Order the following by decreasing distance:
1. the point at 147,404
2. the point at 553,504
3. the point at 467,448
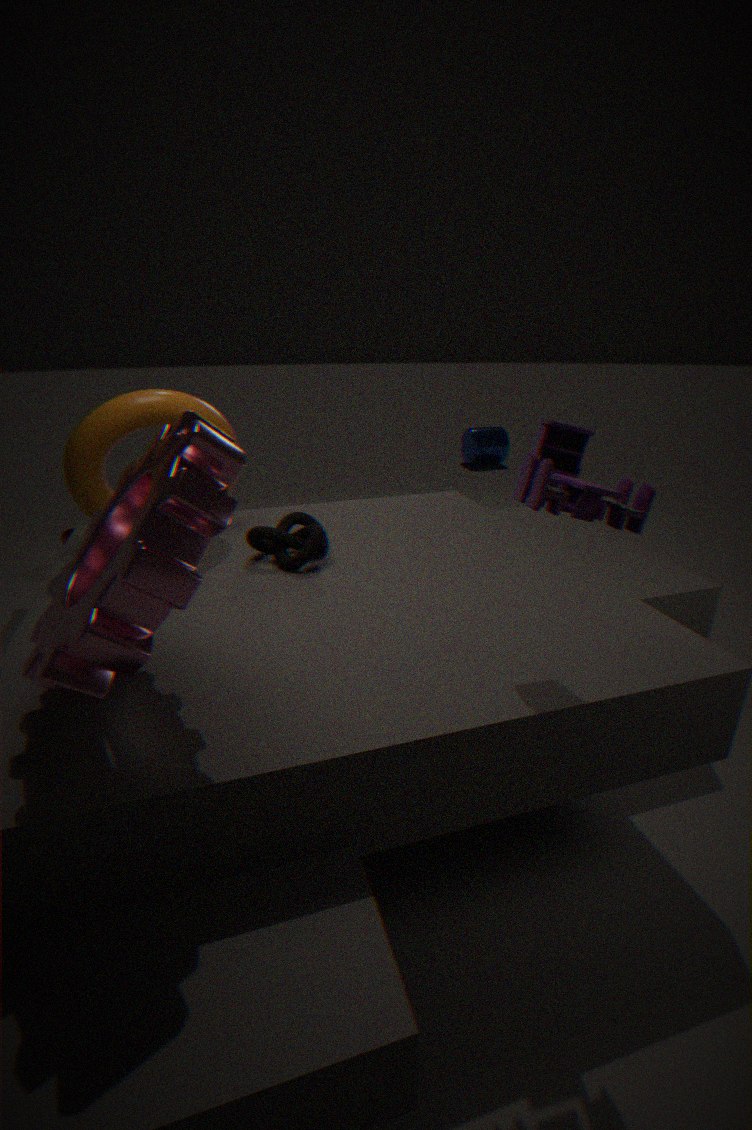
1. the point at 467,448
2. the point at 147,404
3. the point at 553,504
